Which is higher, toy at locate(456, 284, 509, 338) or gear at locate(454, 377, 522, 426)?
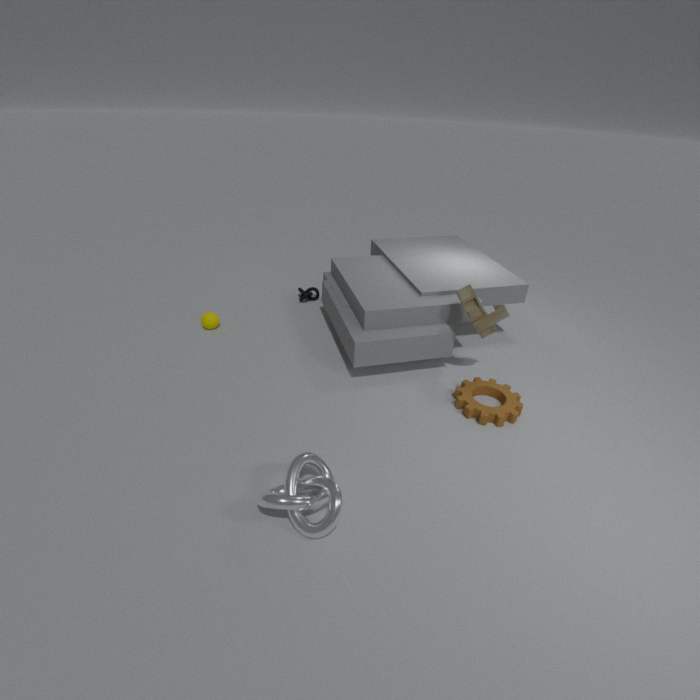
toy at locate(456, 284, 509, 338)
